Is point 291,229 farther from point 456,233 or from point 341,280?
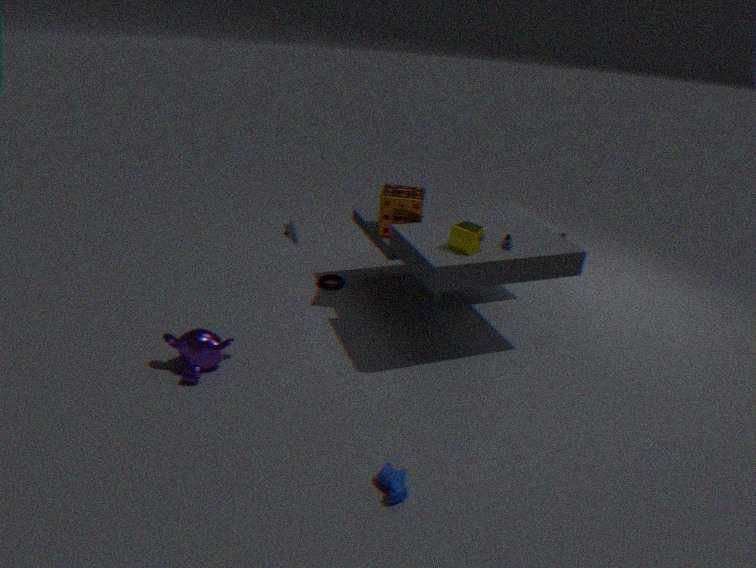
point 341,280
